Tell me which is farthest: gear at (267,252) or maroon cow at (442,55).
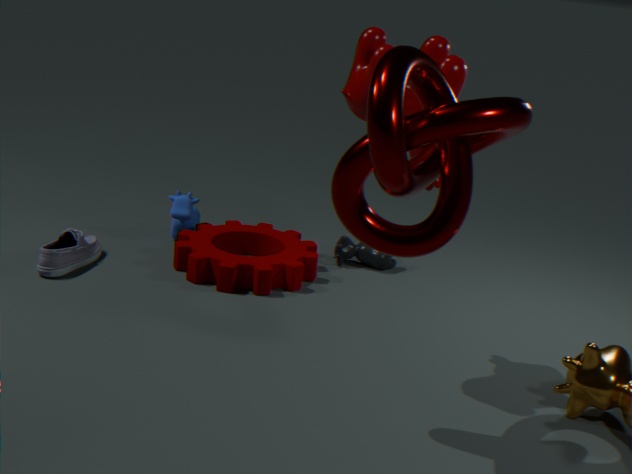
gear at (267,252)
